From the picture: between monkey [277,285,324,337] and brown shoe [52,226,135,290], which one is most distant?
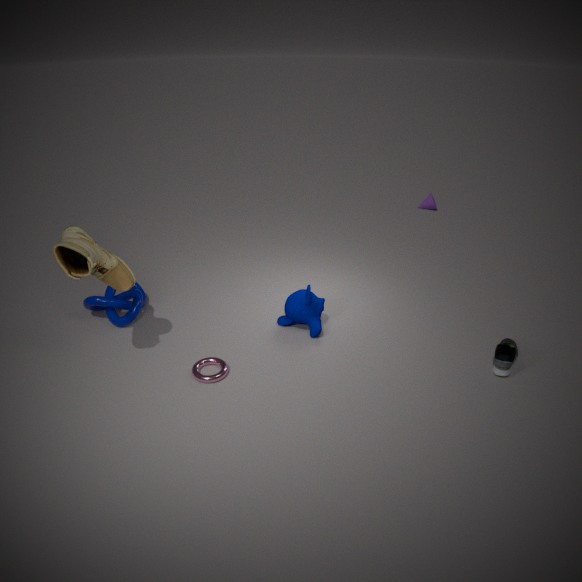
monkey [277,285,324,337]
